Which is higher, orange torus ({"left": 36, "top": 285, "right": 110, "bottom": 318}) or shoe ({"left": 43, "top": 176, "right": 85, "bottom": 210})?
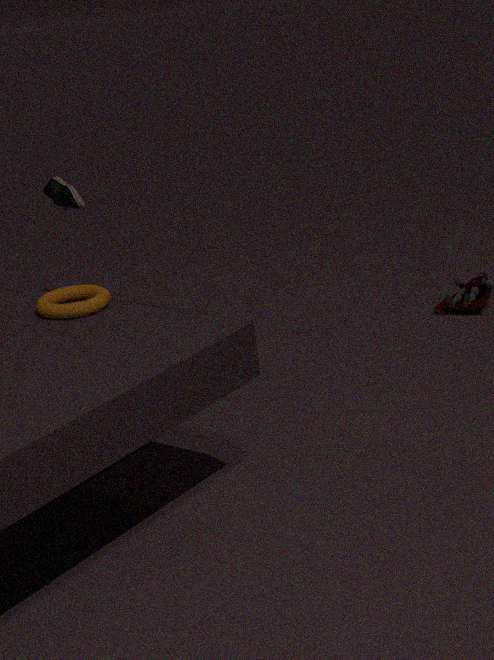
shoe ({"left": 43, "top": 176, "right": 85, "bottom": 210})
